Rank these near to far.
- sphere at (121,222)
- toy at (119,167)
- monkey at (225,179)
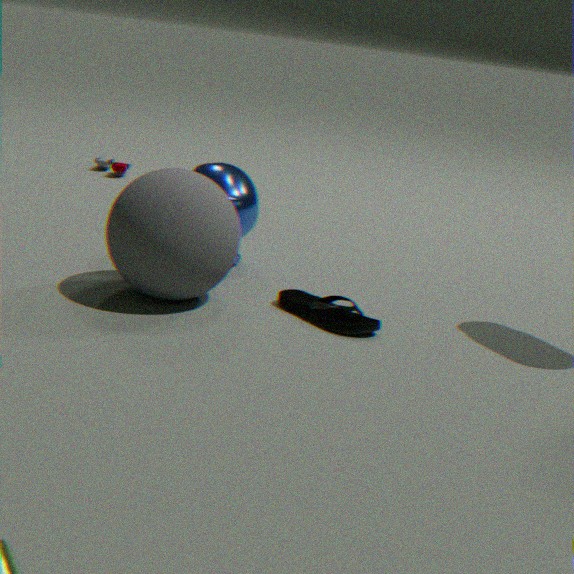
sphere at (121,222) → monkey at (225,179) → toy at (119,167)
